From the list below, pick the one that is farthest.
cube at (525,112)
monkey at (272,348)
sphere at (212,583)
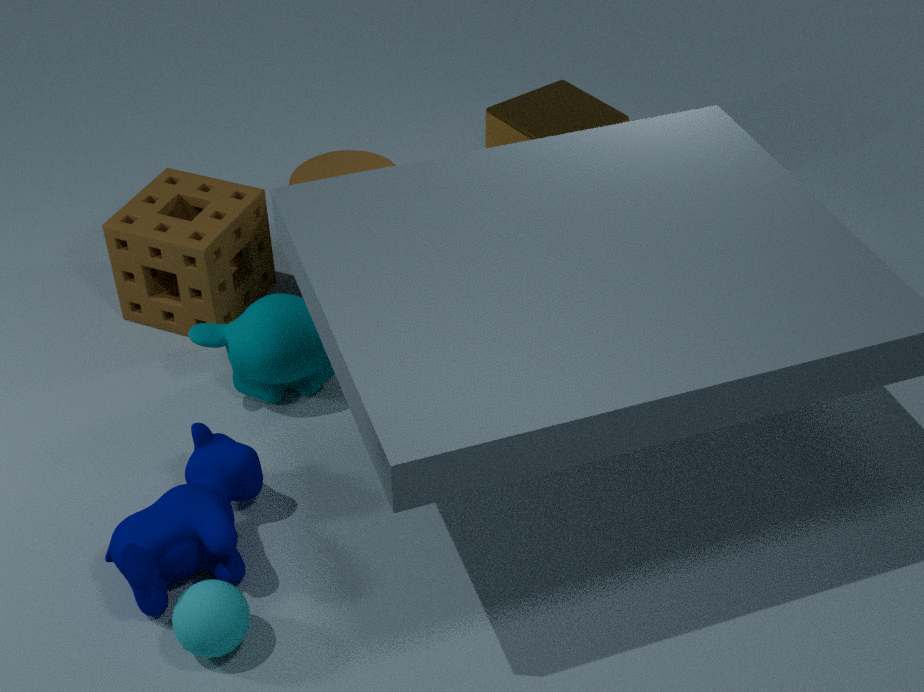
cube at (525,112)
